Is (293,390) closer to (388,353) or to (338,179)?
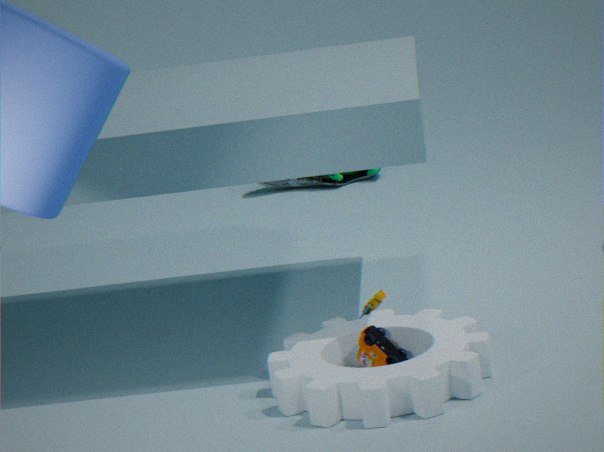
(388,353)
